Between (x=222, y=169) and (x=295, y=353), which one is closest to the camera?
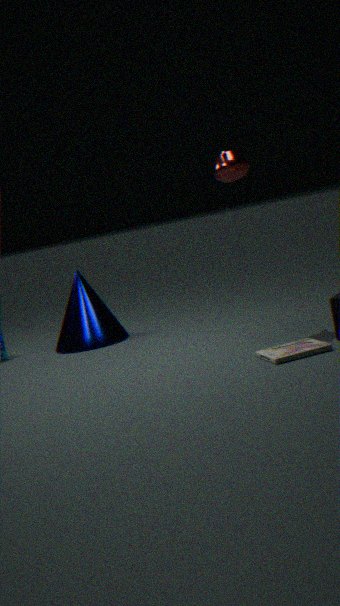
(x=295, y=353)
